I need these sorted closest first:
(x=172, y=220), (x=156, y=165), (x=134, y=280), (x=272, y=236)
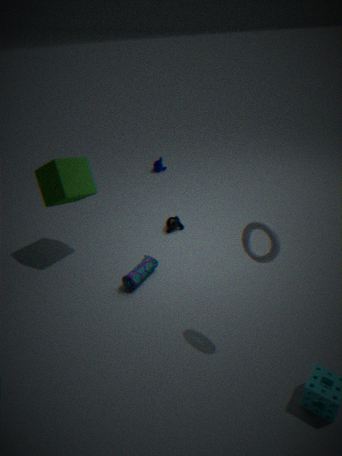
(x=272, y=236)
(x=134, y=280)
(x=172, y=220)
(x=156, y=165)
